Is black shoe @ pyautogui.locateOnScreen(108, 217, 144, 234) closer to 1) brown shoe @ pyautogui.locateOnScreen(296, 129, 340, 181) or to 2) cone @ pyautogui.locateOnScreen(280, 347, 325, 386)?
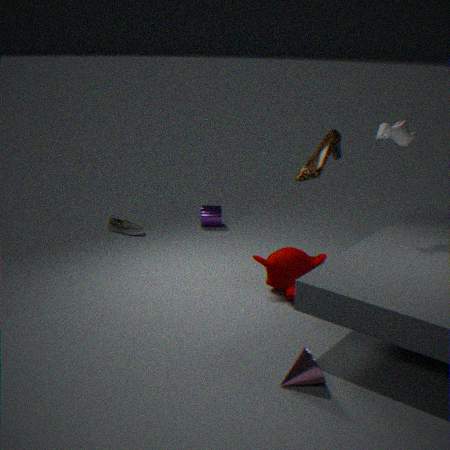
1) brown shoe @ pyautogui.locateOnScreen(296, 129, 340, 181)
